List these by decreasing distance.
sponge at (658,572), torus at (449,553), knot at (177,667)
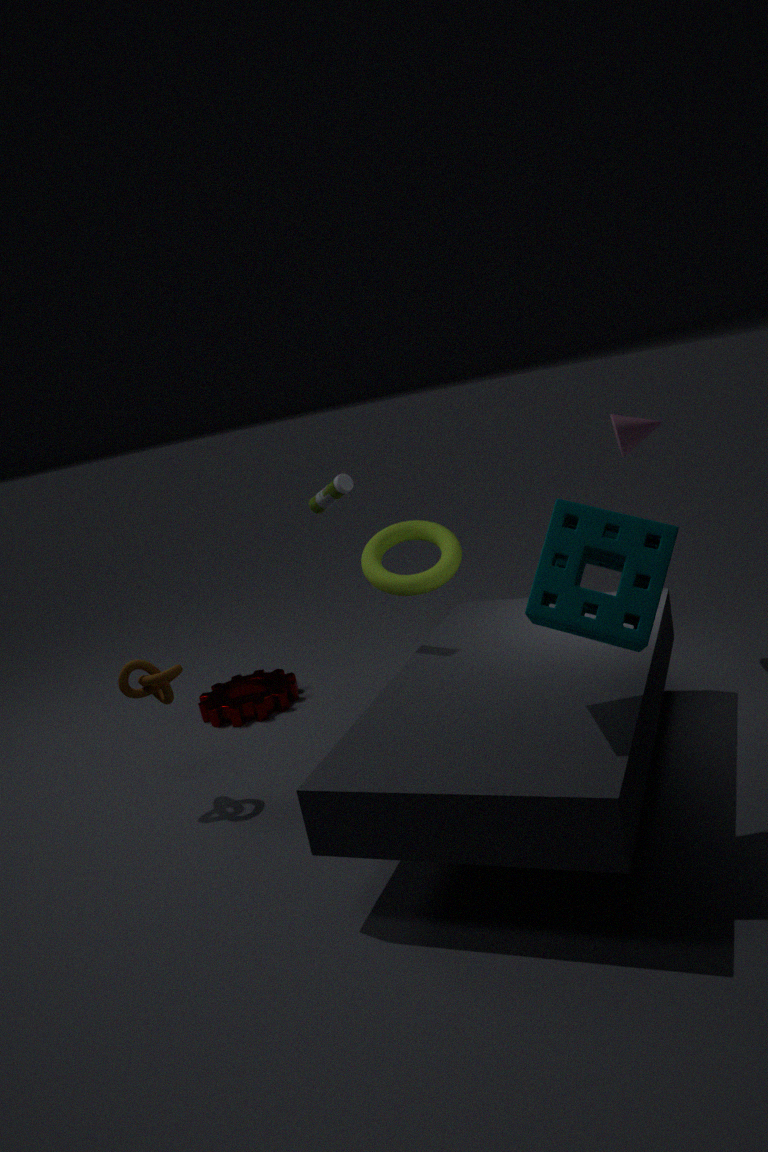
torus at (449,553)
knot at (177,667)
sponge at (658,572)
